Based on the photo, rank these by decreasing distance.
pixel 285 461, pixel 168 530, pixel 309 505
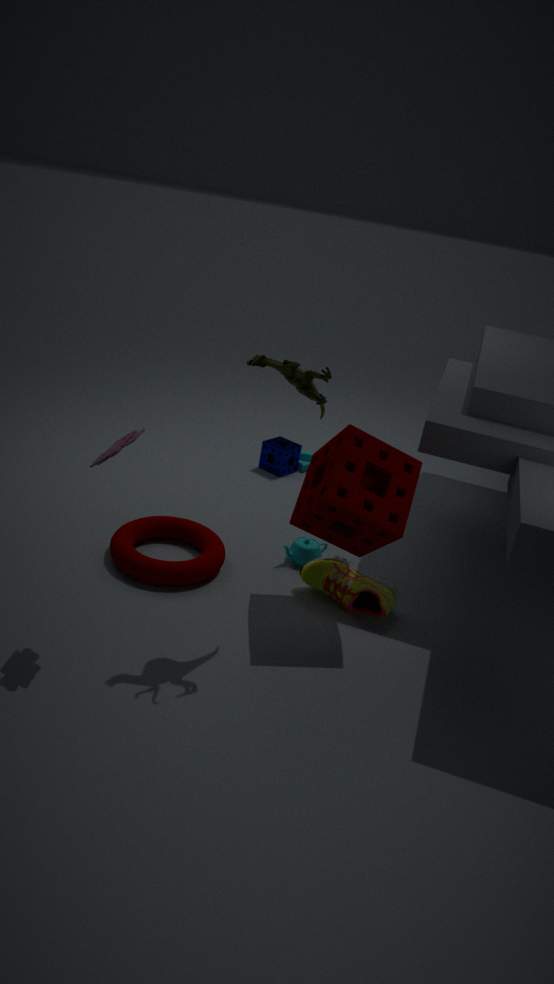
pixel 285 461, pixel 168 530, pixel 309 505
